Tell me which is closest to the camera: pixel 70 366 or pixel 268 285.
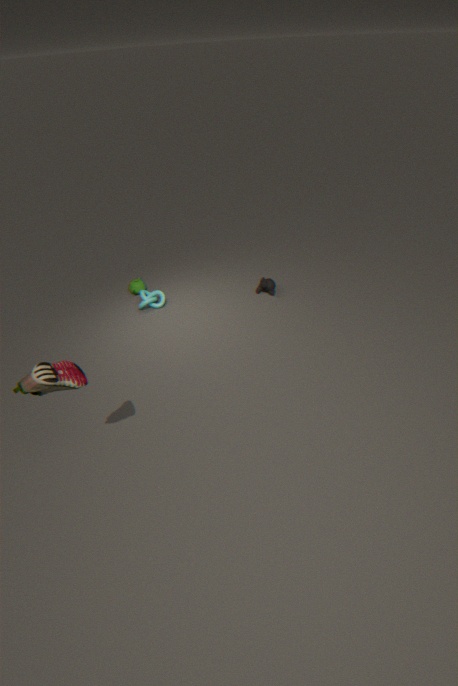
pixel 70 366
